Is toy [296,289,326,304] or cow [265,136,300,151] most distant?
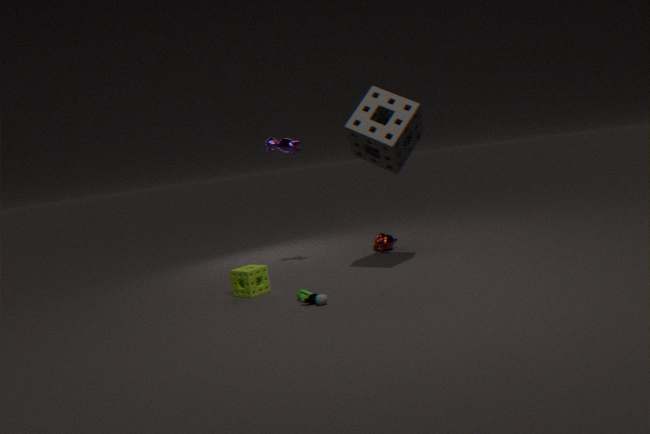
cow [265,136,300,151]
